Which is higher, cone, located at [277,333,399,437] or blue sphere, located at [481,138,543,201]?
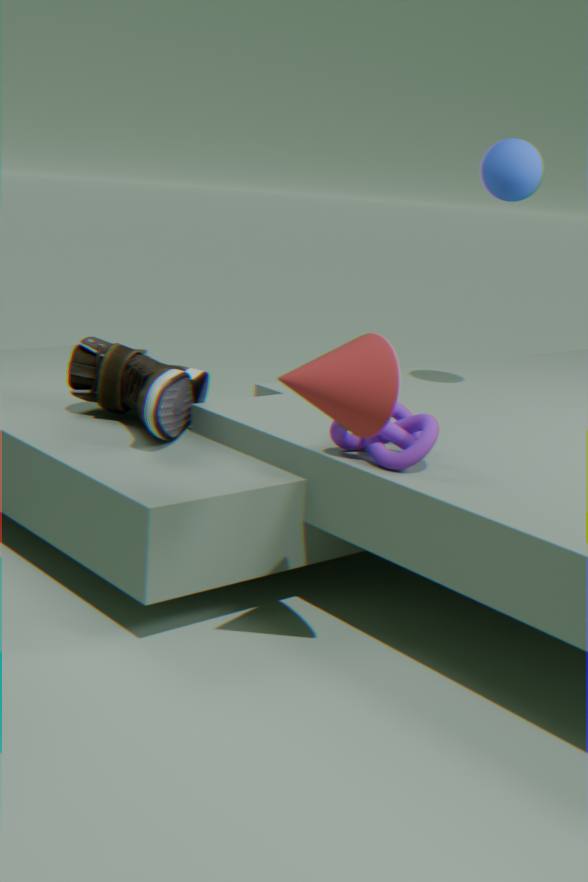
blue sphere, located at [481,138,543,201]
